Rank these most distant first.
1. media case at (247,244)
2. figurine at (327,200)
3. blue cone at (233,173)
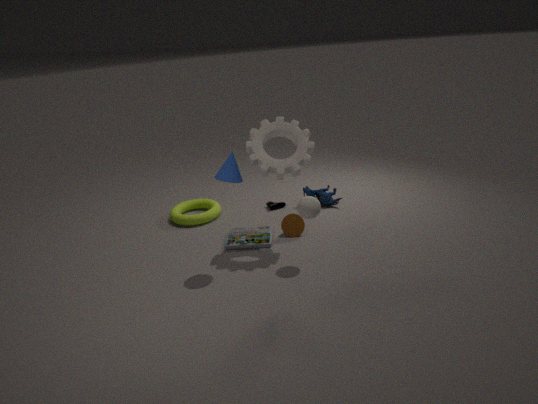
figurine at (327,200), media case at (247,244), blue cone at (233,173)
